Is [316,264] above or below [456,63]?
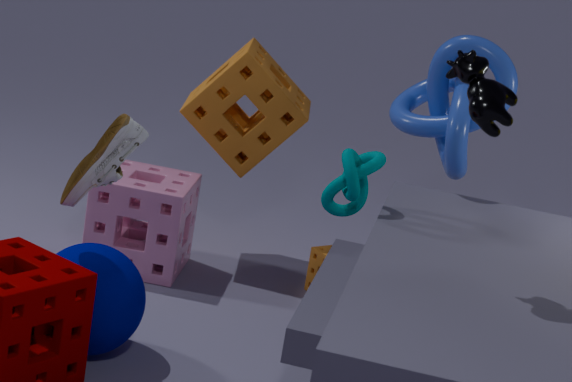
below
